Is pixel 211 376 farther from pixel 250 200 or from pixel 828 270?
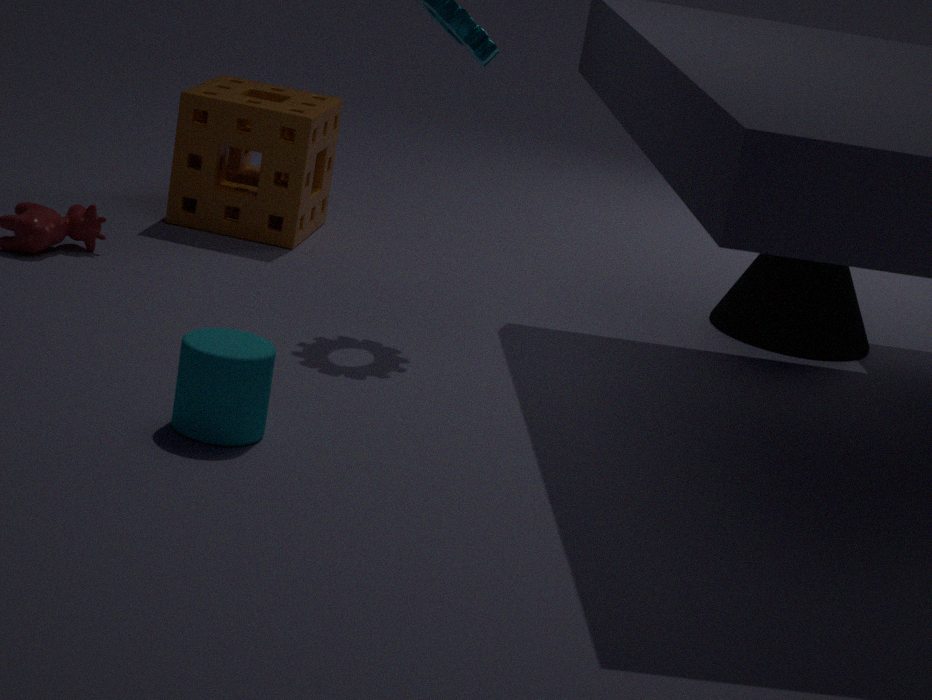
pixel 828 270
